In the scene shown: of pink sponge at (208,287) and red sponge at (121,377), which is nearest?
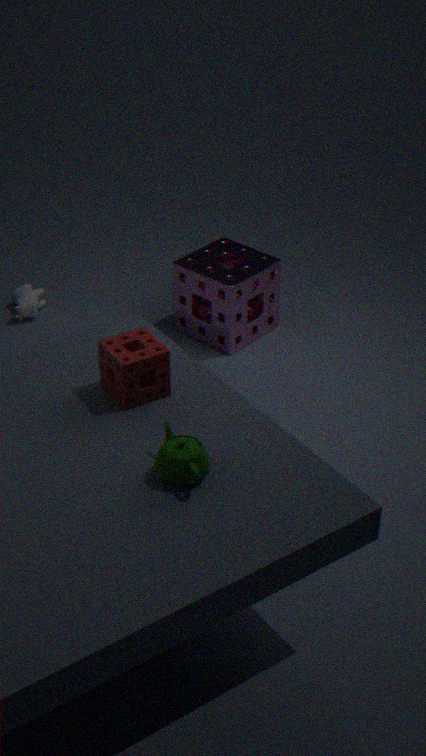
red sponge at (121,377)
